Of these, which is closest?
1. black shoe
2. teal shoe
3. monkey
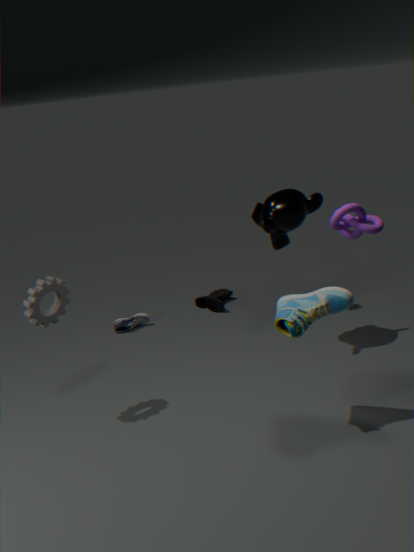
teal shoe
